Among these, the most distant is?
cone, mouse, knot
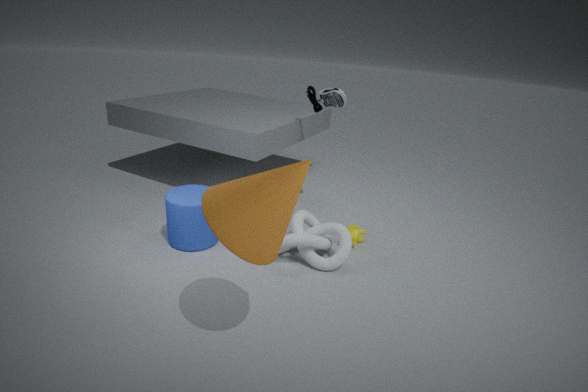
mouse
